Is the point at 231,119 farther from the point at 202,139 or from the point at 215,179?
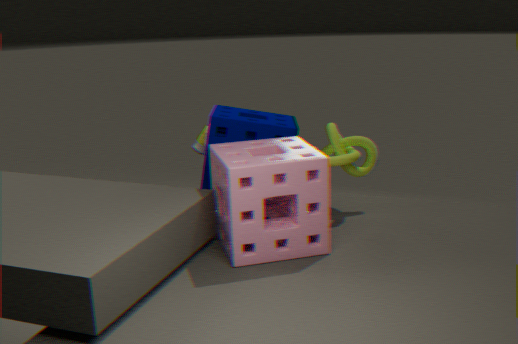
the point at 215,179
